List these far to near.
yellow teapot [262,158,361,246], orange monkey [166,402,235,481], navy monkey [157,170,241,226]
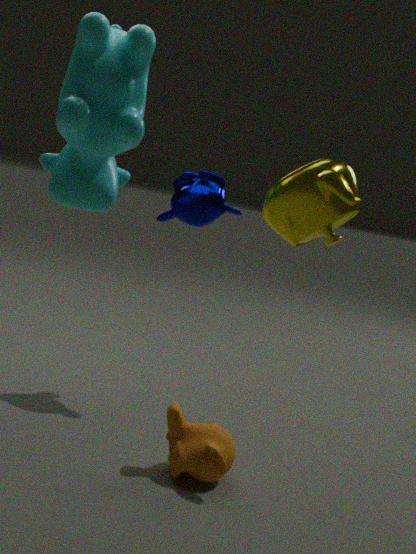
navy monkey [157,170,241,226] < orange monkey [166,402,235,481] < yellow teapot [262,158,361,246]
